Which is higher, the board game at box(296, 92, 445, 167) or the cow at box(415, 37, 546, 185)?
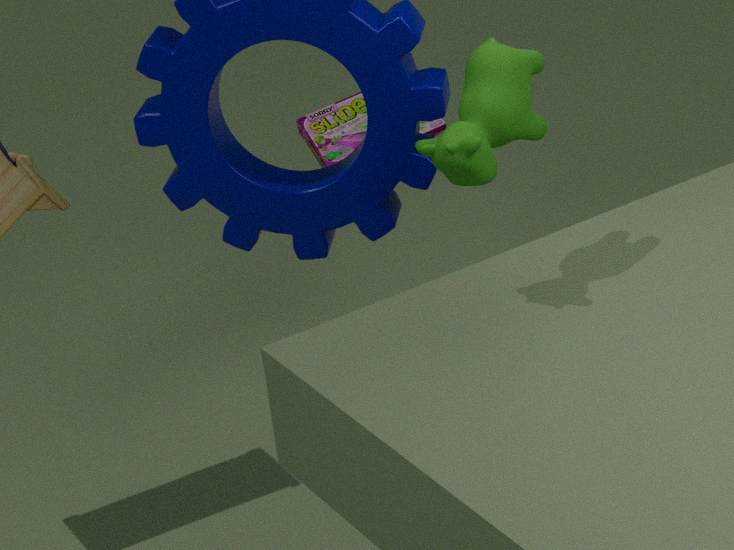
the cow at box(415, 37, 546, 185)
